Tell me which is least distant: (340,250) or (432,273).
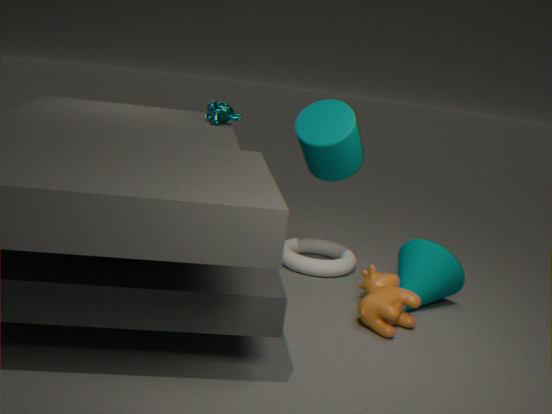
(432,273)
